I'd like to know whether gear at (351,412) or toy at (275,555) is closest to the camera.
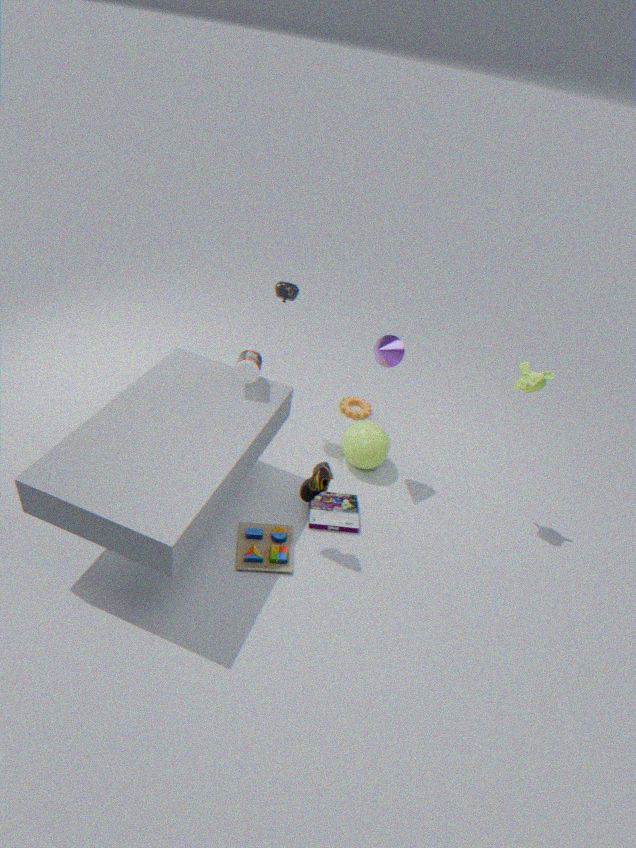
toy at (275,555)
